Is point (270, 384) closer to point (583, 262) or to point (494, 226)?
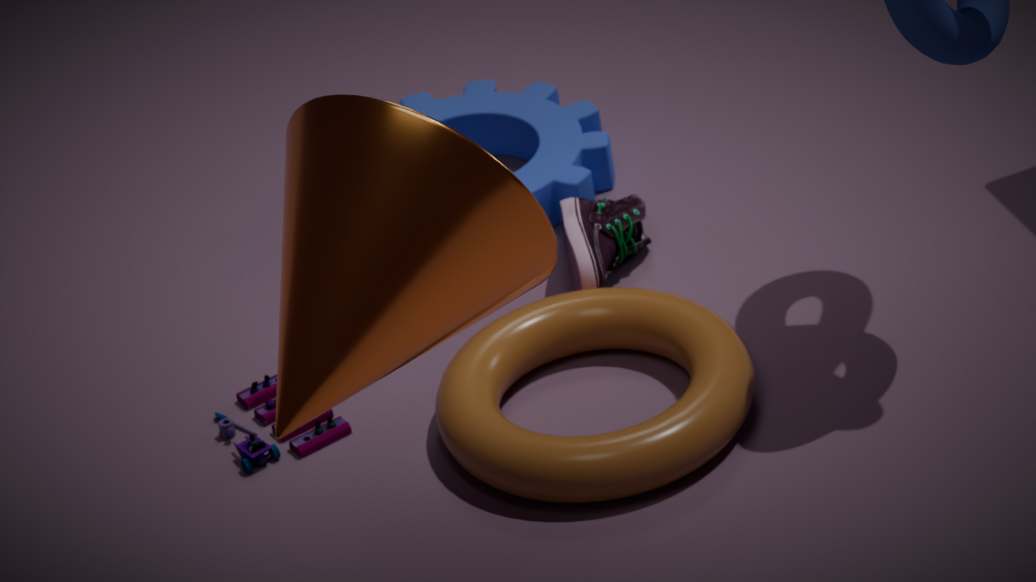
point (583, 262)
